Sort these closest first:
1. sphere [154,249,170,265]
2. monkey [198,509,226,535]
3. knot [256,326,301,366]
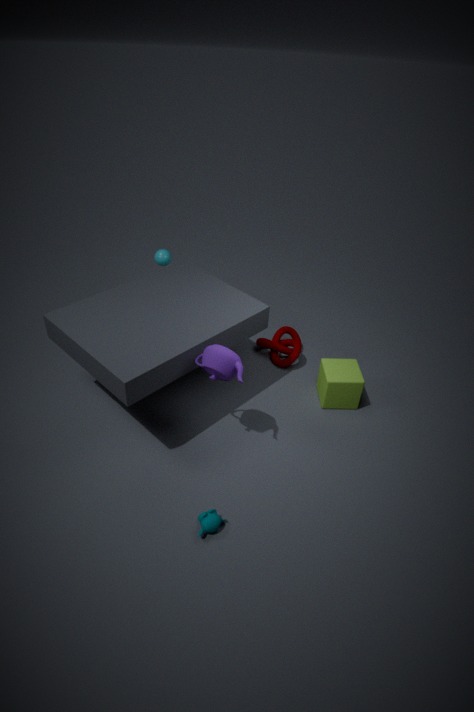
monkey [198,509,226,535] → sphere [154,249,170,265] → knot [256,326,301,366]
